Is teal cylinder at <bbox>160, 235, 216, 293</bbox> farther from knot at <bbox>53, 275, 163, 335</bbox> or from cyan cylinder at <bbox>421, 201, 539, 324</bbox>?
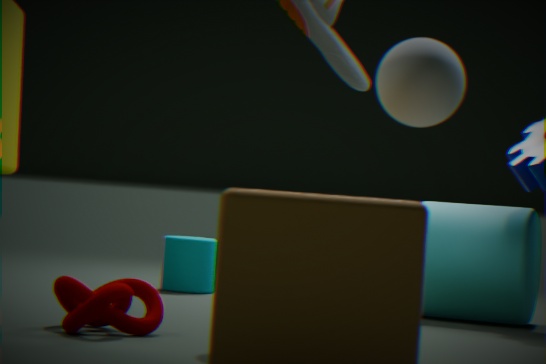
knot at <bbox>53, 275, 163, 335</bbox>
